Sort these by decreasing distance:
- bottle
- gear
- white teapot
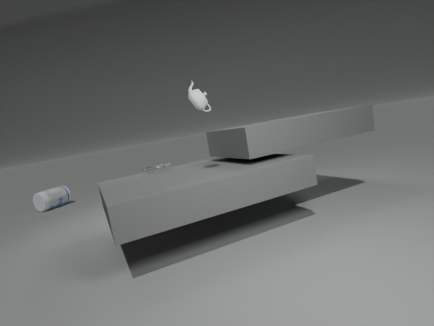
bottle → gear → white teapot
